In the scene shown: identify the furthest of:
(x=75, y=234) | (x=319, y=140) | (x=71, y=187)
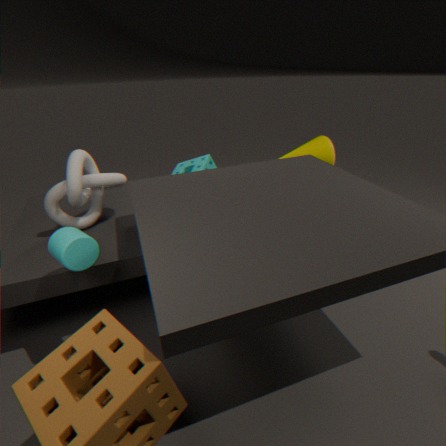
(x=319, y=140)
